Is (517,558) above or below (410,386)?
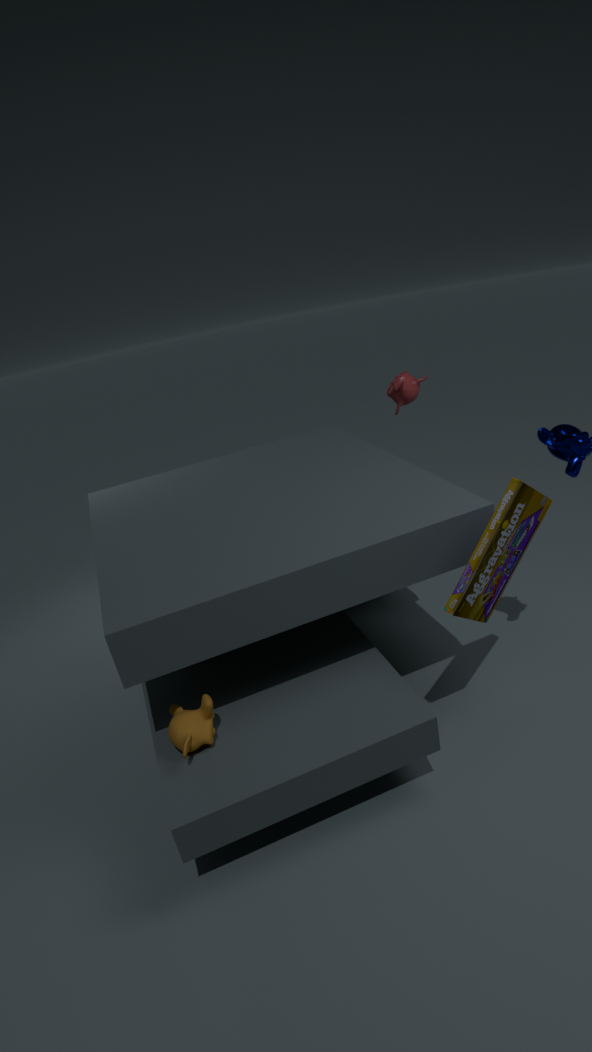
below
